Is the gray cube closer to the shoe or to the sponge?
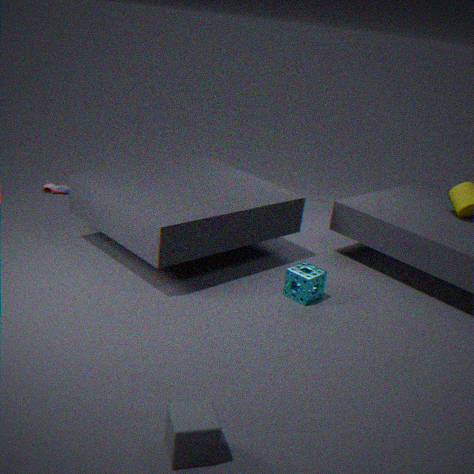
the sponge
